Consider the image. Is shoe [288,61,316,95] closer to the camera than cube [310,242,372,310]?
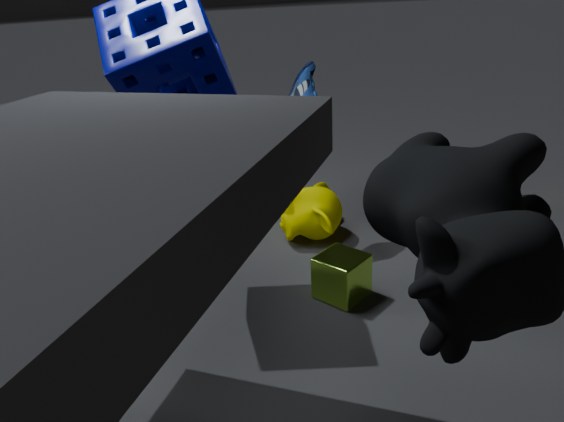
No
